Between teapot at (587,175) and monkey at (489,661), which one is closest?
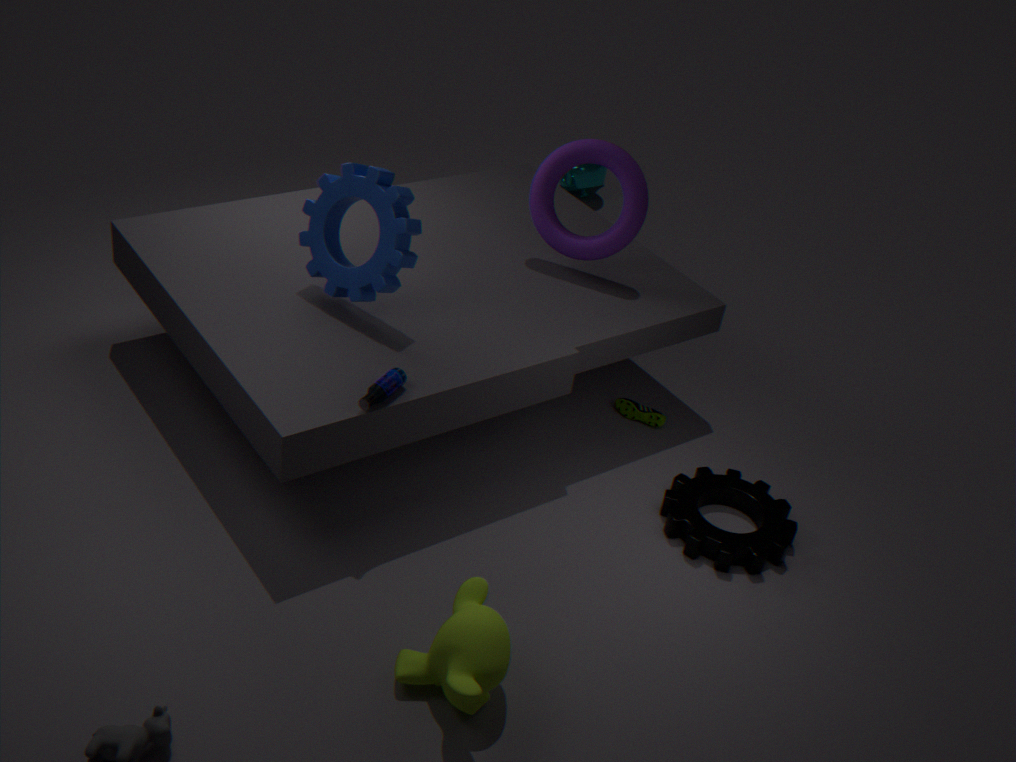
monkey at (489,661)
